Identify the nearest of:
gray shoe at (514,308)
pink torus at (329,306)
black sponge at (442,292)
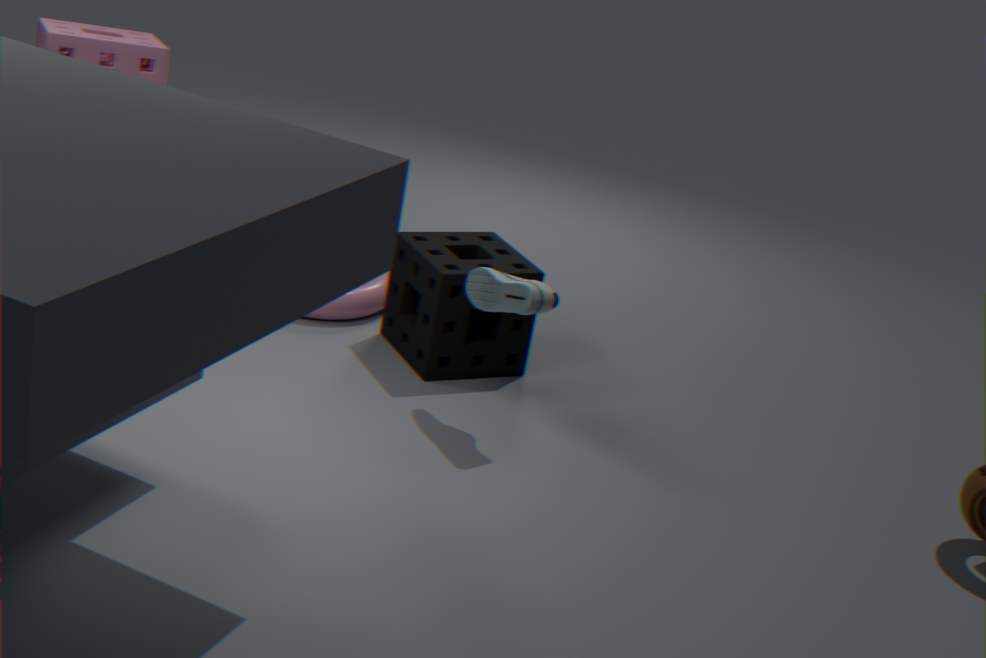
gray shoe at (514,308)
